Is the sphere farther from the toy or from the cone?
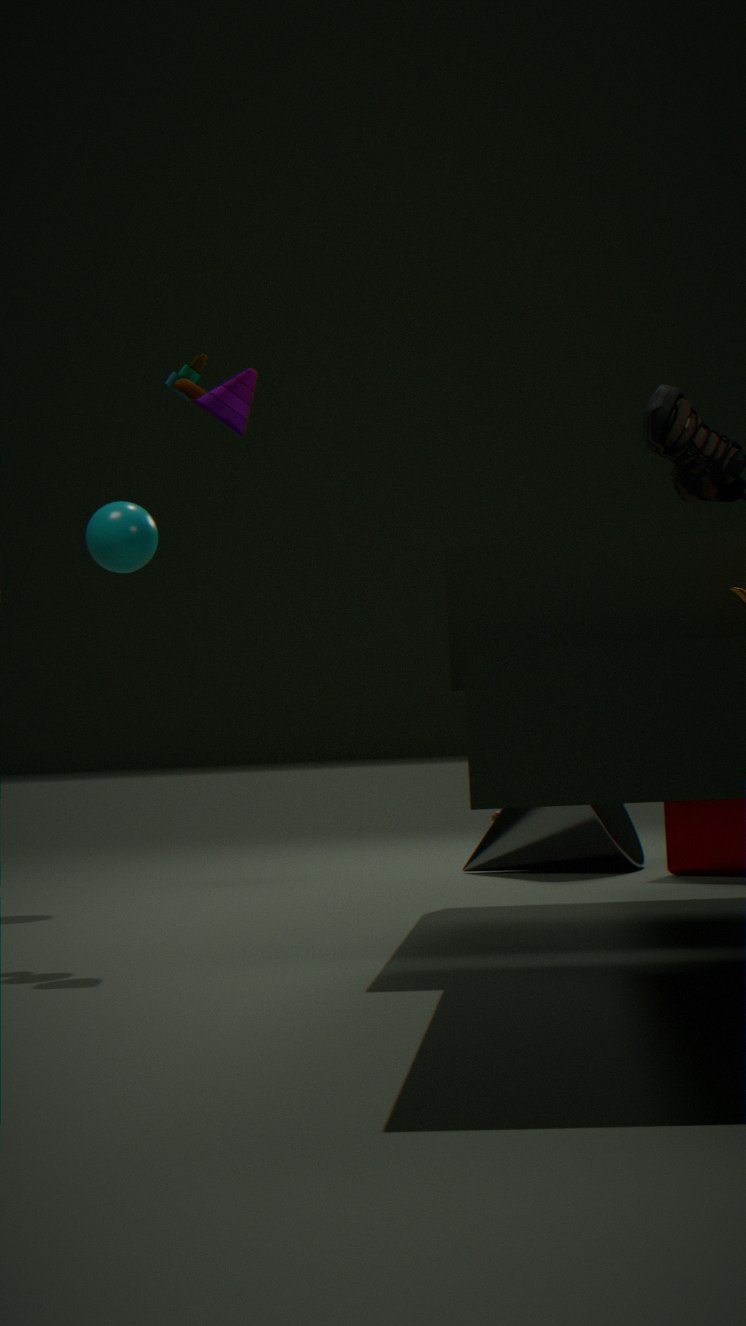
the cone
